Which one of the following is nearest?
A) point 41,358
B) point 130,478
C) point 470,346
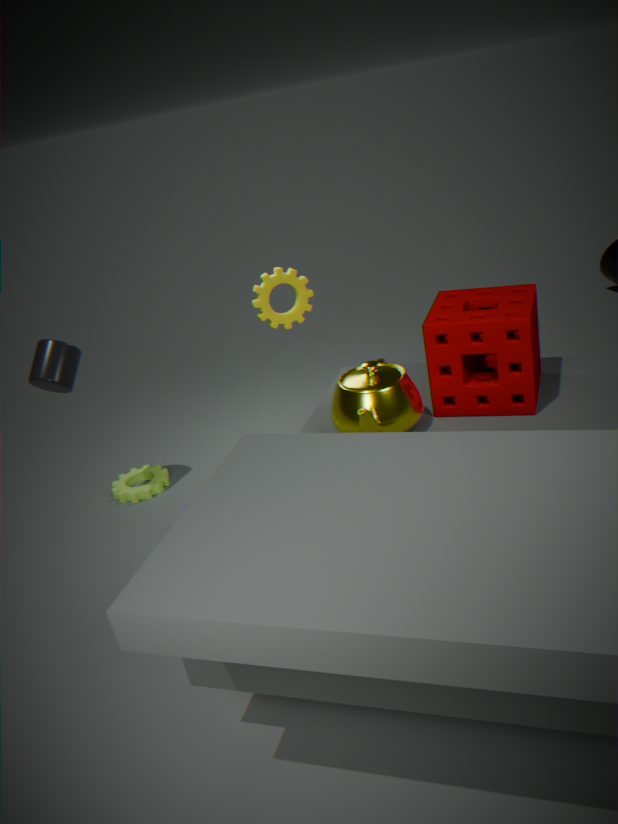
point 470,346
